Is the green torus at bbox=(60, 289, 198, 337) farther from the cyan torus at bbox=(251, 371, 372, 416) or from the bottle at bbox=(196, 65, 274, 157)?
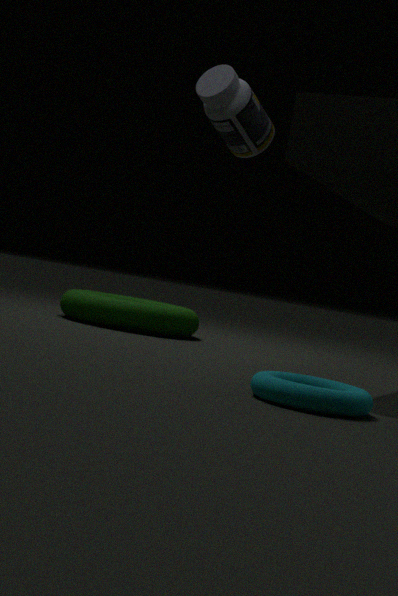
the cyan torus at bbox=(251, 371, 372, 416)
